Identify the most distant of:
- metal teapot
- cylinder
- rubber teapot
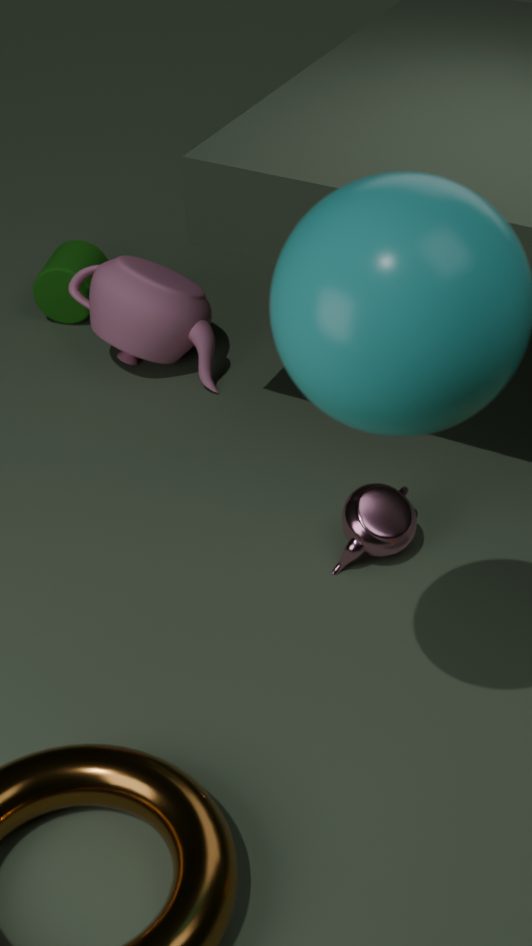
cylinder
